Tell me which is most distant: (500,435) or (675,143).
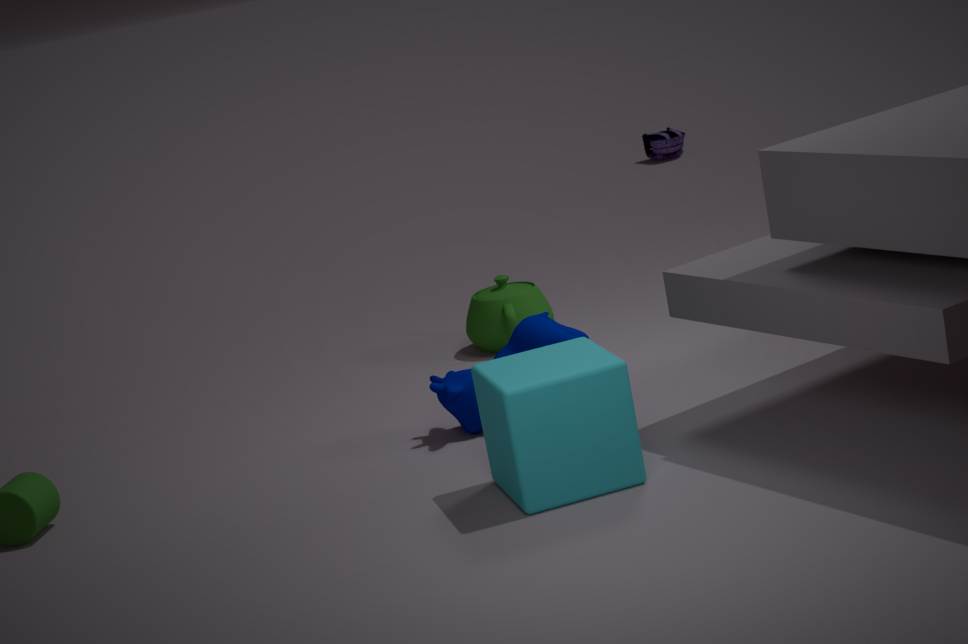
(675,143)
